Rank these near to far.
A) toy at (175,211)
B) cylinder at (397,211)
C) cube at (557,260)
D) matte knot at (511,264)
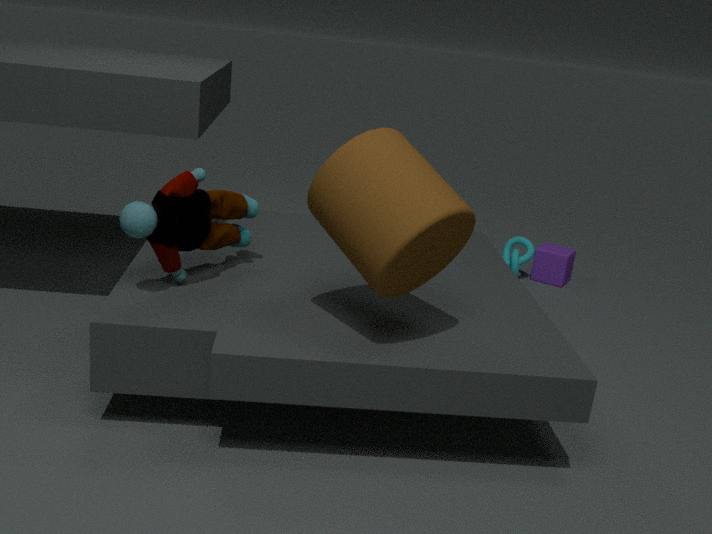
cylinder at (397,211), toy at (175,211), matte knot at (511,264), cube at (557,260)
